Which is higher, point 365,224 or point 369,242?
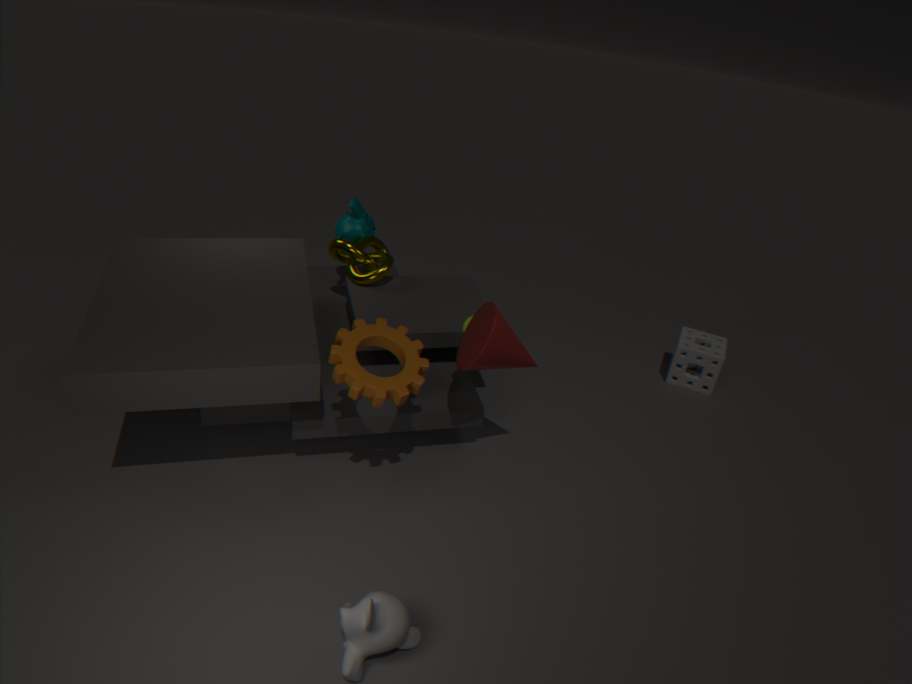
point 365,224
